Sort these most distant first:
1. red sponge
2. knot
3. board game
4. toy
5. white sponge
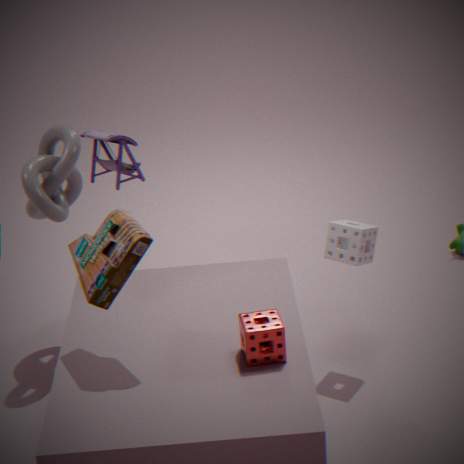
toy < knot < white sponge < red sponge < board game
